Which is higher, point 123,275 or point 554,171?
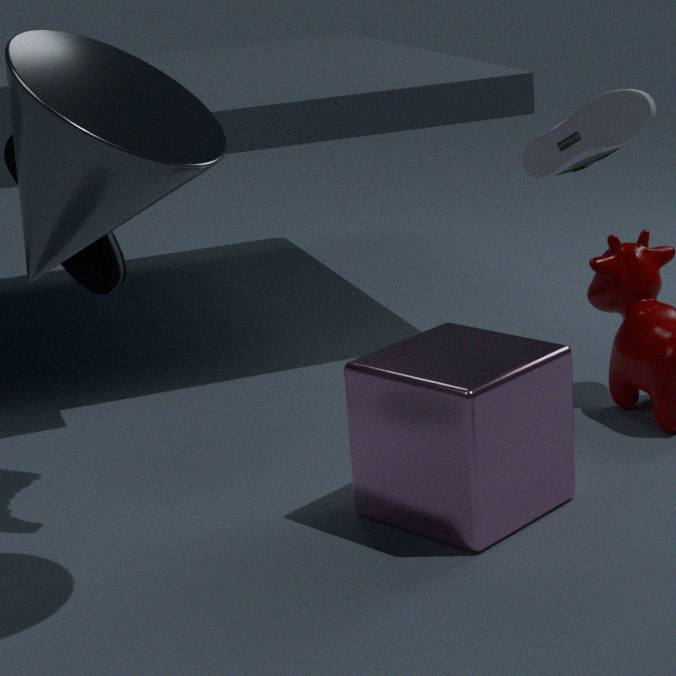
point 554,171
